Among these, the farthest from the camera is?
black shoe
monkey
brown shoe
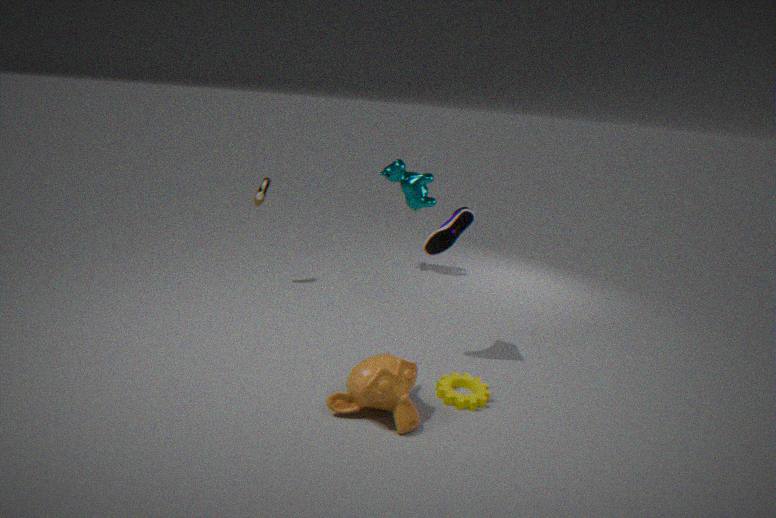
brown shoe
